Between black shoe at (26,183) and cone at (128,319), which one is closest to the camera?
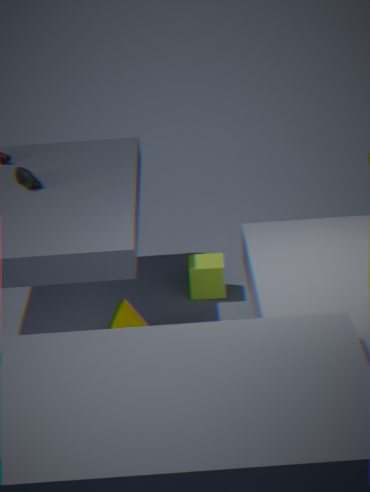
cone at (128,319)
